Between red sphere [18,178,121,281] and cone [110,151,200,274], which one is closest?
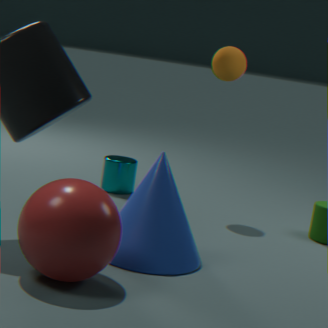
red sphere [18,178,121,281]
